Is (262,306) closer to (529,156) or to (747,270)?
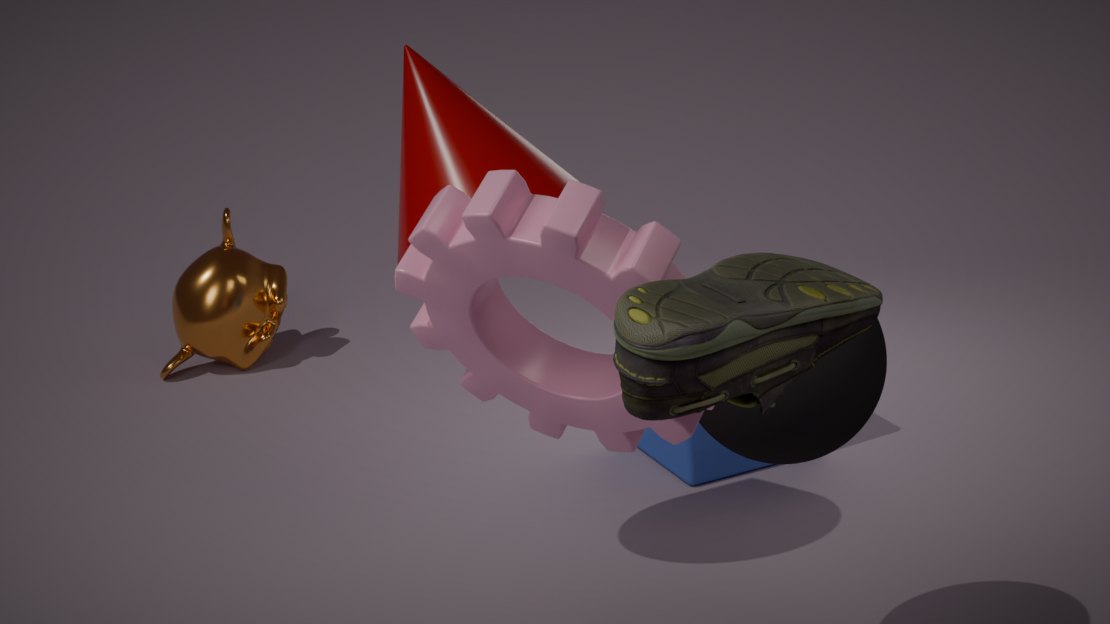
(529,156)
